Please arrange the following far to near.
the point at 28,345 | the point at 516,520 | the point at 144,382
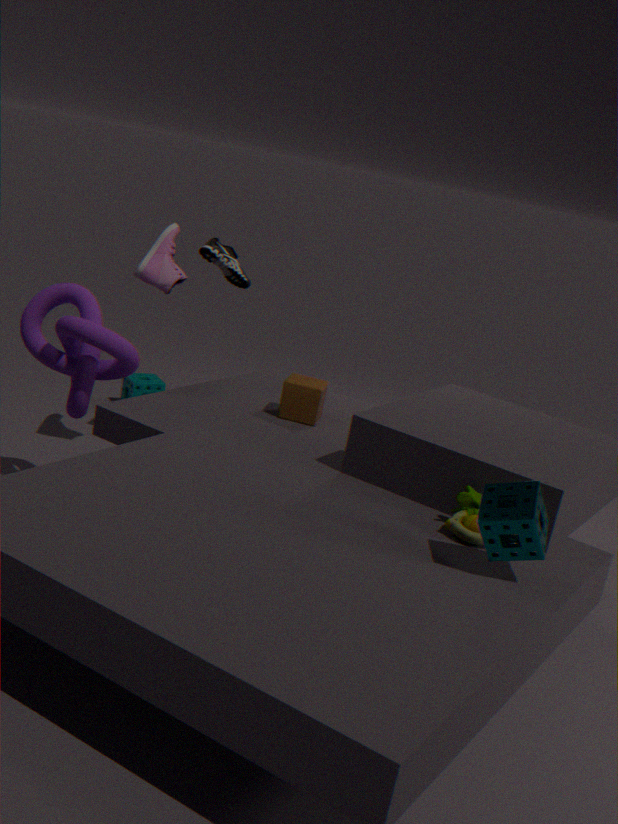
the point at 144,382 → the point at 28,345 → the point at 516,520
